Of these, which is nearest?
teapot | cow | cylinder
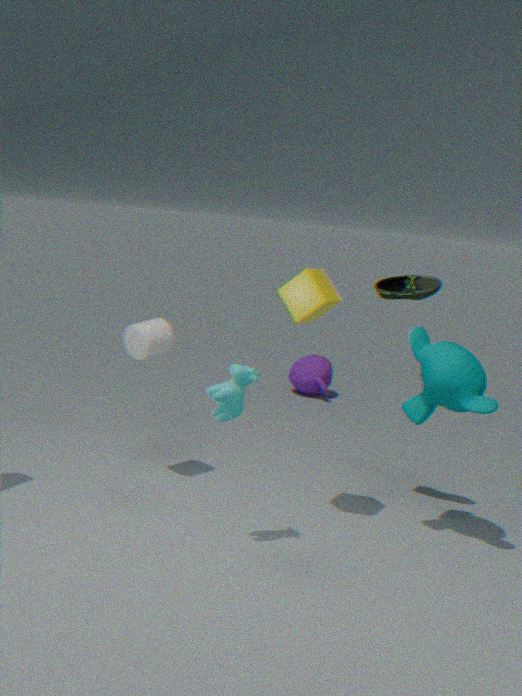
cow
